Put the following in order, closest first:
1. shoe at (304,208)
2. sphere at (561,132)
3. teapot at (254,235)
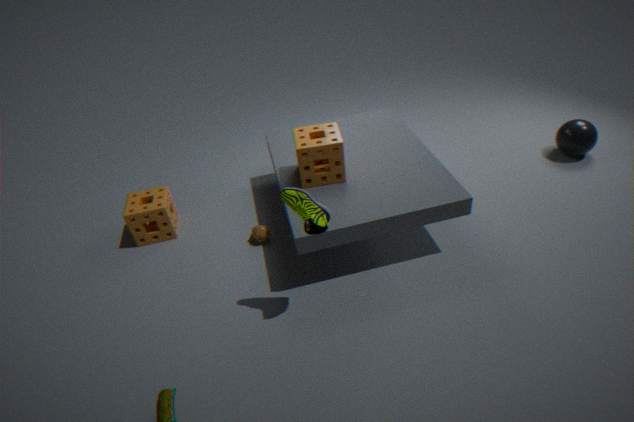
shoe at (304,208) < teapot at (254,235) < sphere at (561,132)
